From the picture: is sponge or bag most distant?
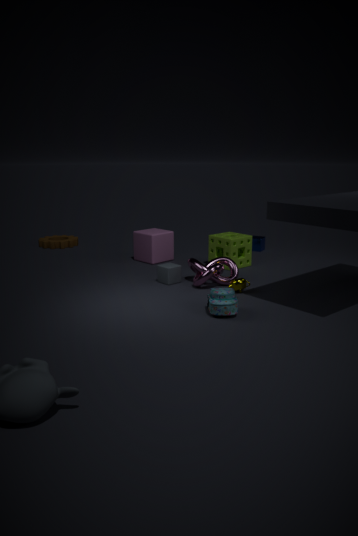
sponge
